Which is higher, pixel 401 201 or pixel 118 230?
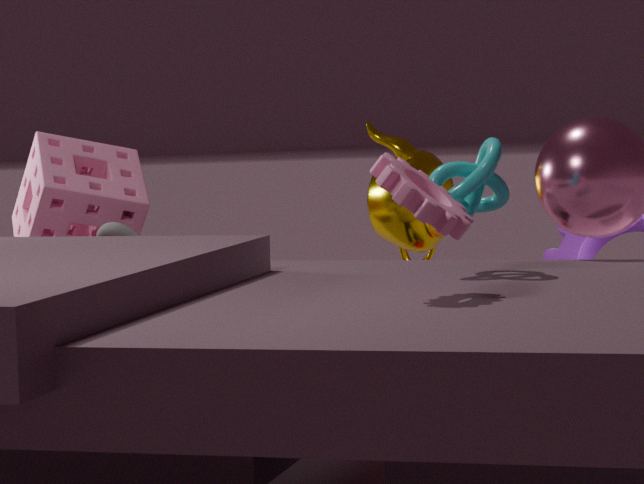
pixel 401 201
